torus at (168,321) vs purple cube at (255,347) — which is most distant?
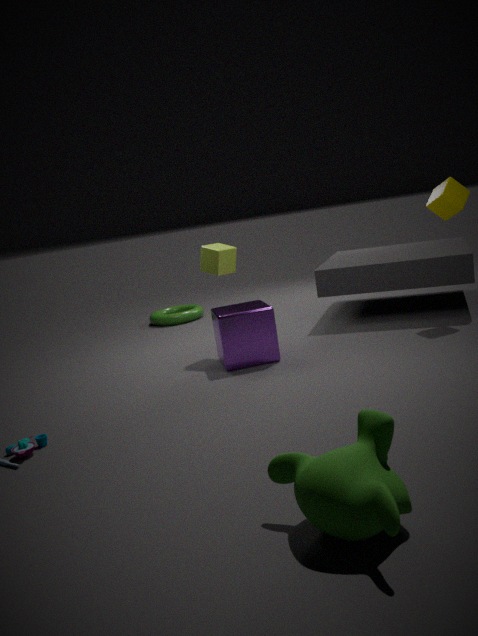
torus at (168,321)
